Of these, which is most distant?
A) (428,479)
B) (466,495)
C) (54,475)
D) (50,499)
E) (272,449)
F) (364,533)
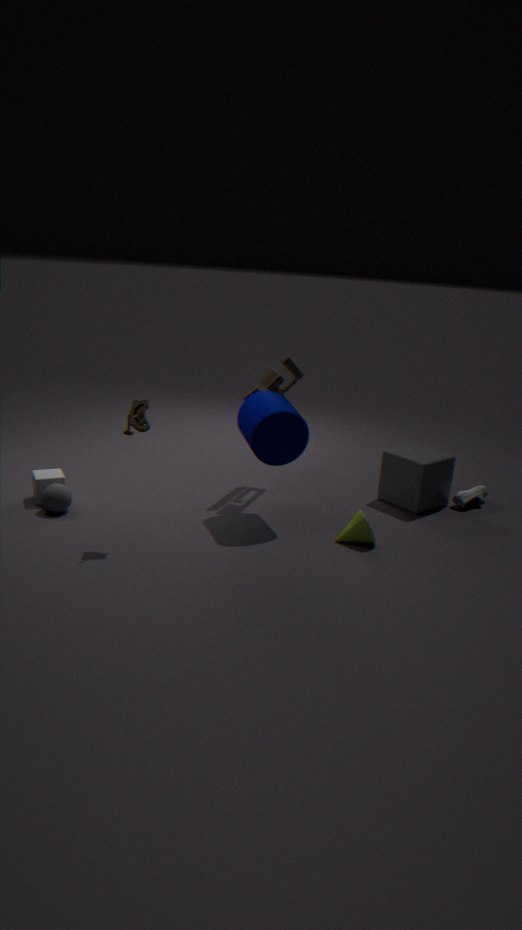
(466,495)
